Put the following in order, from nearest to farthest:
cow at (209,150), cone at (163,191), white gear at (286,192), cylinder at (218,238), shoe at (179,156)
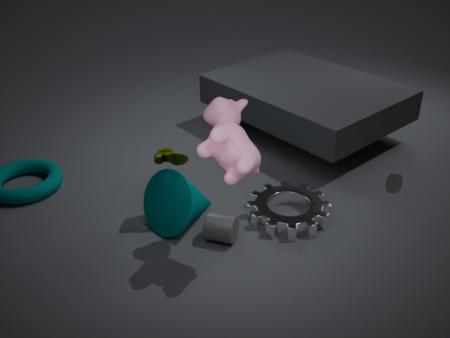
cow at (209,150) < cylinder at (218,238) < shoe at (179,156) < cone at (163,191) < white gear at (286,192)
